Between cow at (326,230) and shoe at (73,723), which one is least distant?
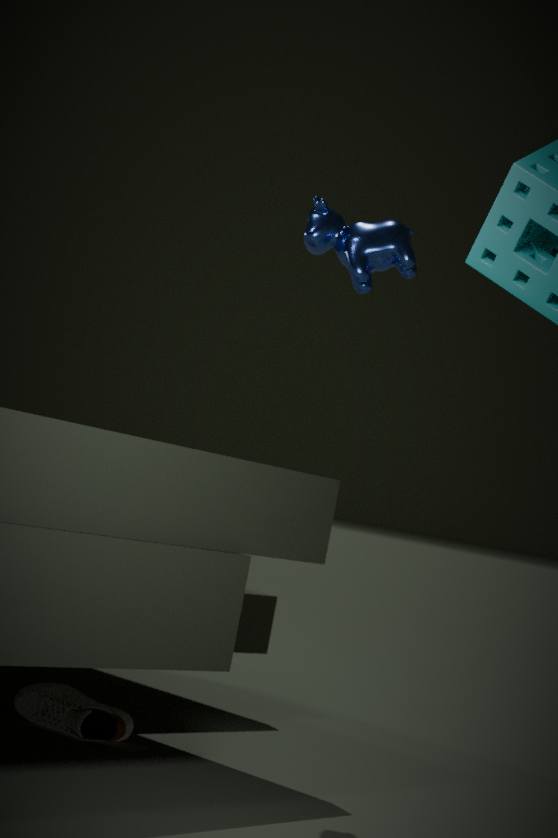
shoe at (73,723)
